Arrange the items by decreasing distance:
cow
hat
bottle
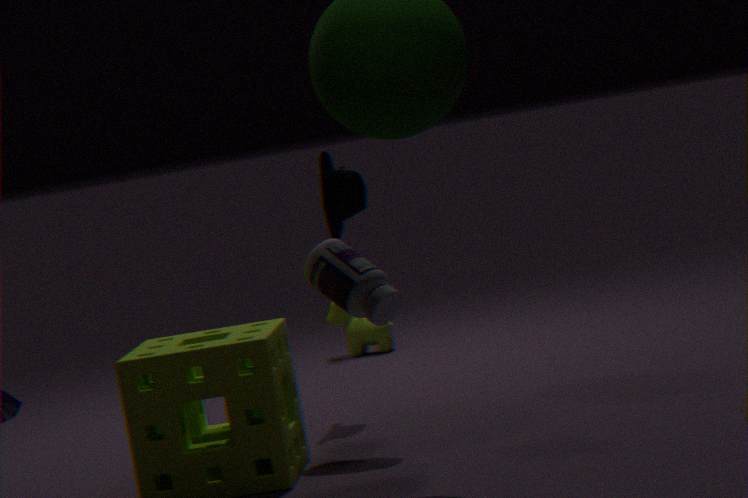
1. cow
2. hat
3. bottle
